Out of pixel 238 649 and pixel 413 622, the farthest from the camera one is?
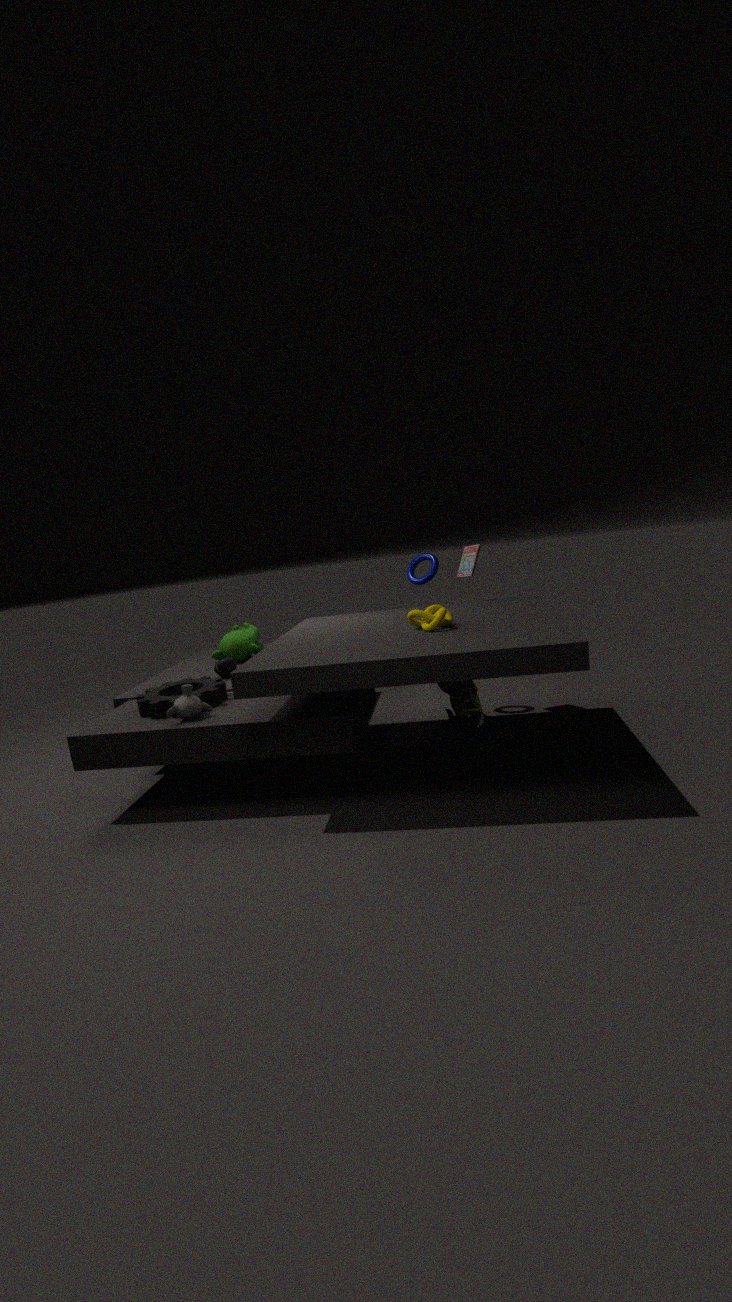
pixel 238 649
